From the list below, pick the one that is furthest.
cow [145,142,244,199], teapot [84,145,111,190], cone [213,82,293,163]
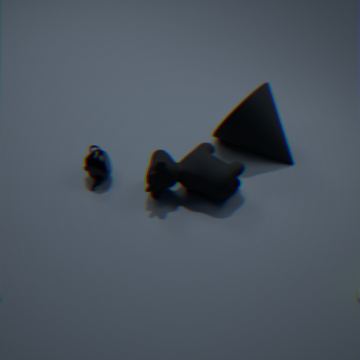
cone [213,82,293,163]
